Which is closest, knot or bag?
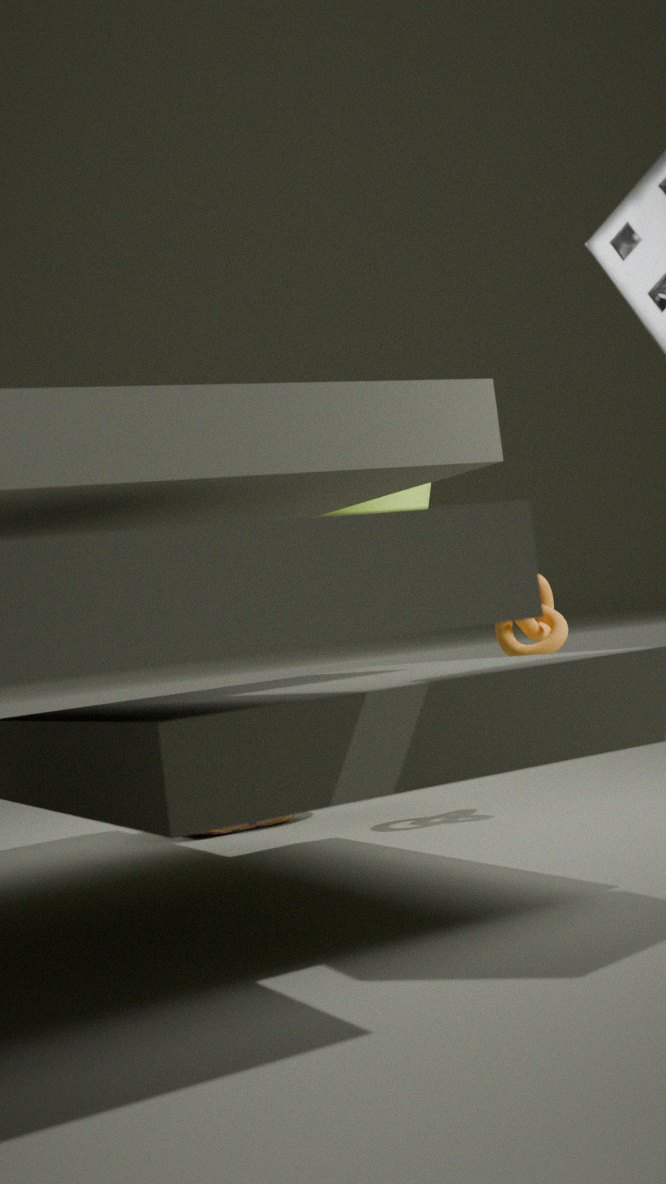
bag
